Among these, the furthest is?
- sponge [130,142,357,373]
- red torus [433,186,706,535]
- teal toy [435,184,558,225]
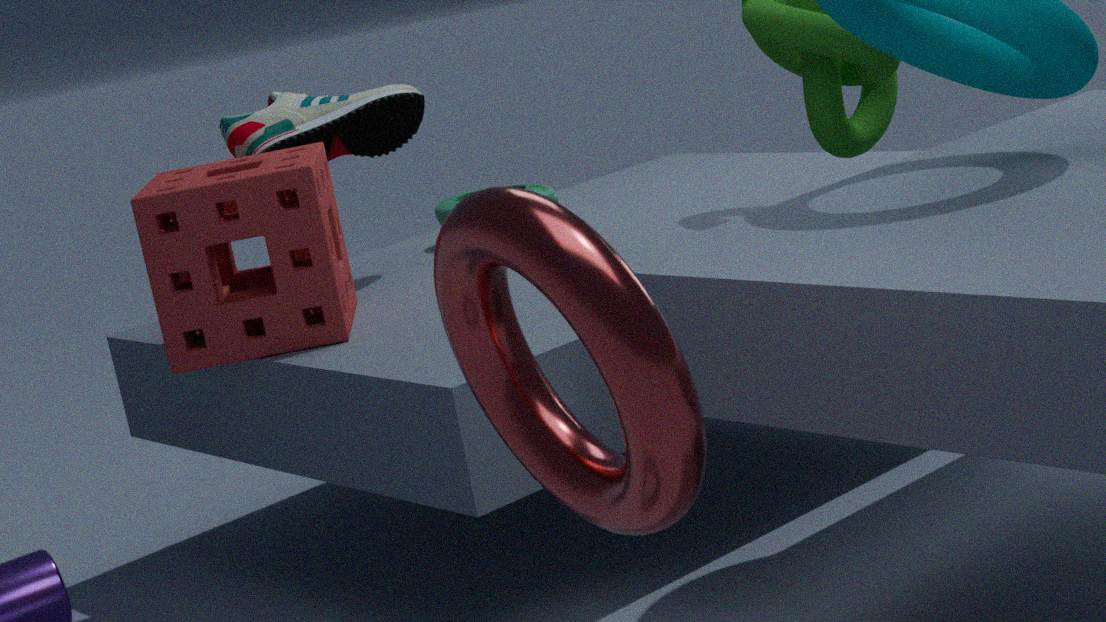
teal toy [435,184,558,225]
